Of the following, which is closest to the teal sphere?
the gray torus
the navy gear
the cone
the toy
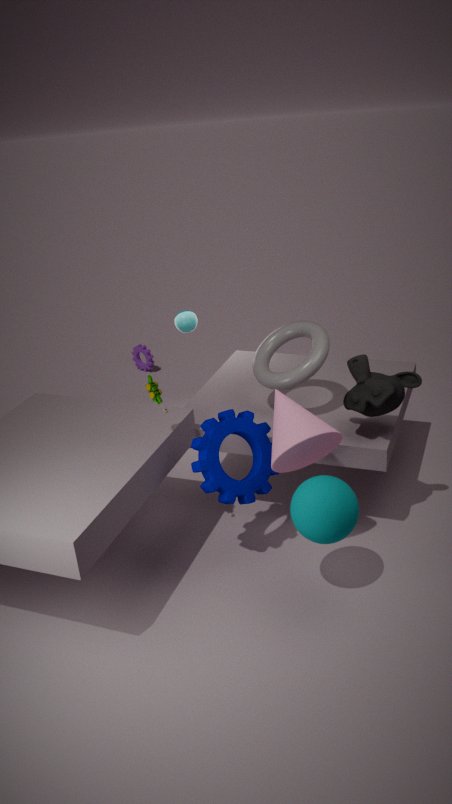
the cone
